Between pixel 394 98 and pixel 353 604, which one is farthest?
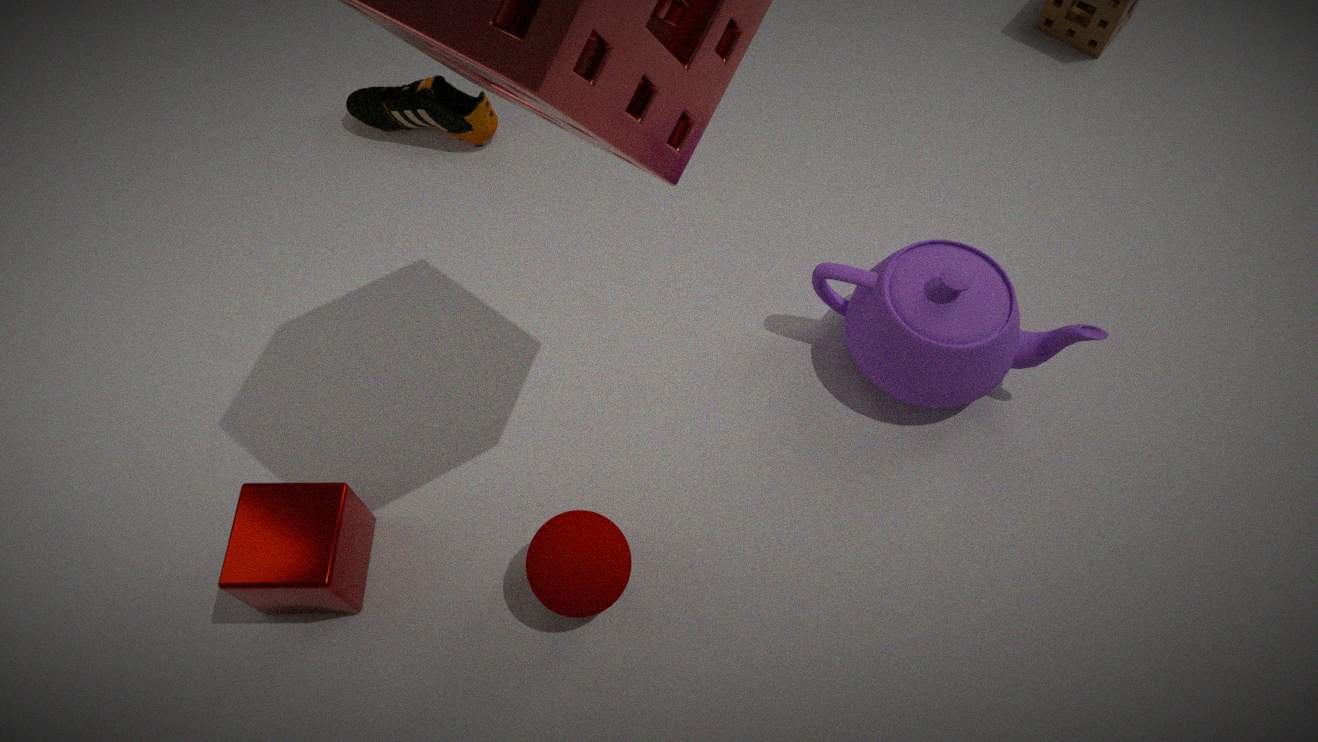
pixel 394 98
